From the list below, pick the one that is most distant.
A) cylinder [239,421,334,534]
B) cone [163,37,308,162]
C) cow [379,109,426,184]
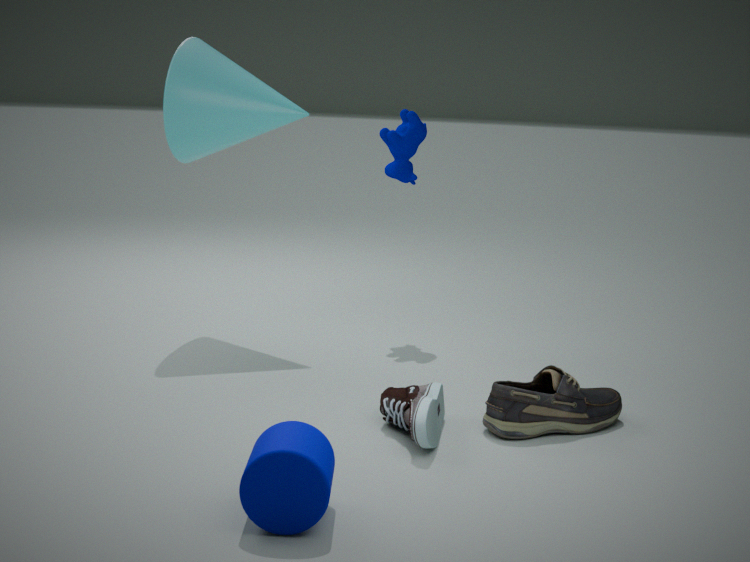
cow [379,109,426,184]
